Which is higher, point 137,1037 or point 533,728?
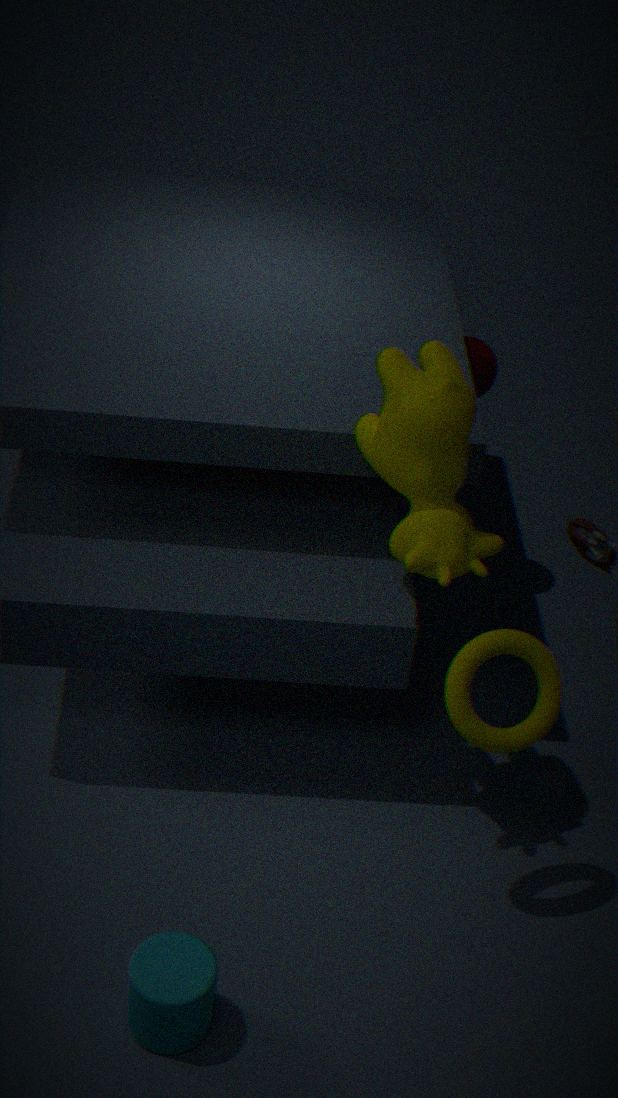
point 533,728
